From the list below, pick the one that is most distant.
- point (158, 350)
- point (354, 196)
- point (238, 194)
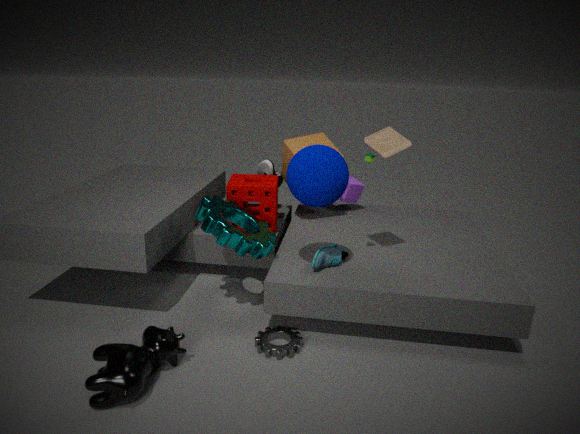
point (354, 196)
